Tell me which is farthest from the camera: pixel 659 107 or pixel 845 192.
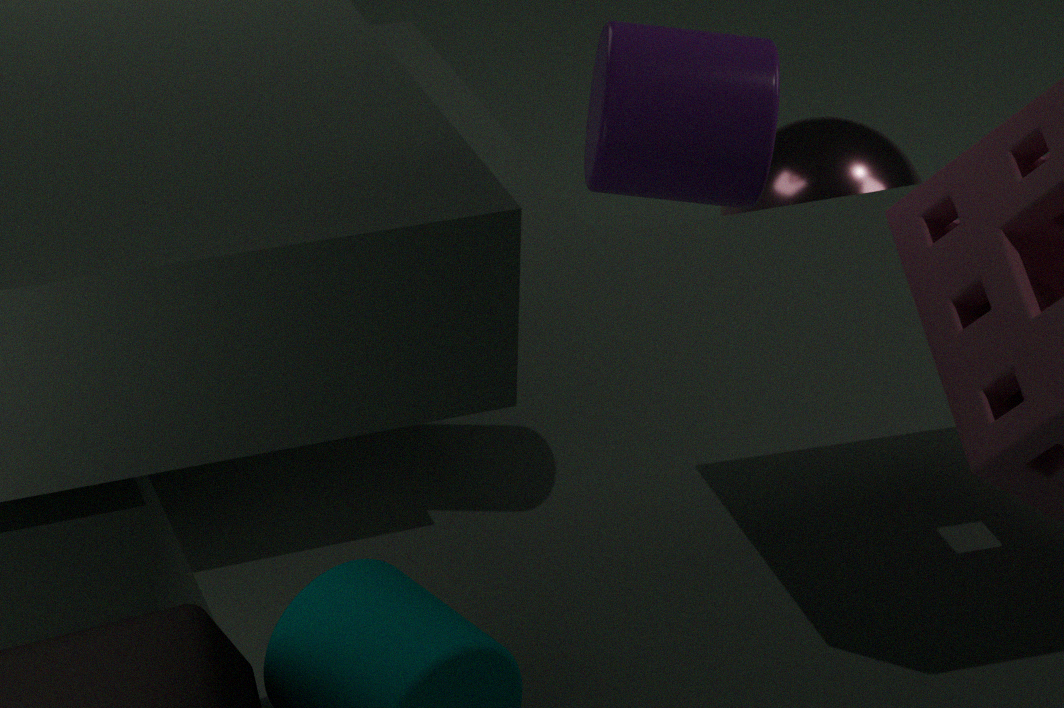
pixel 845 192
